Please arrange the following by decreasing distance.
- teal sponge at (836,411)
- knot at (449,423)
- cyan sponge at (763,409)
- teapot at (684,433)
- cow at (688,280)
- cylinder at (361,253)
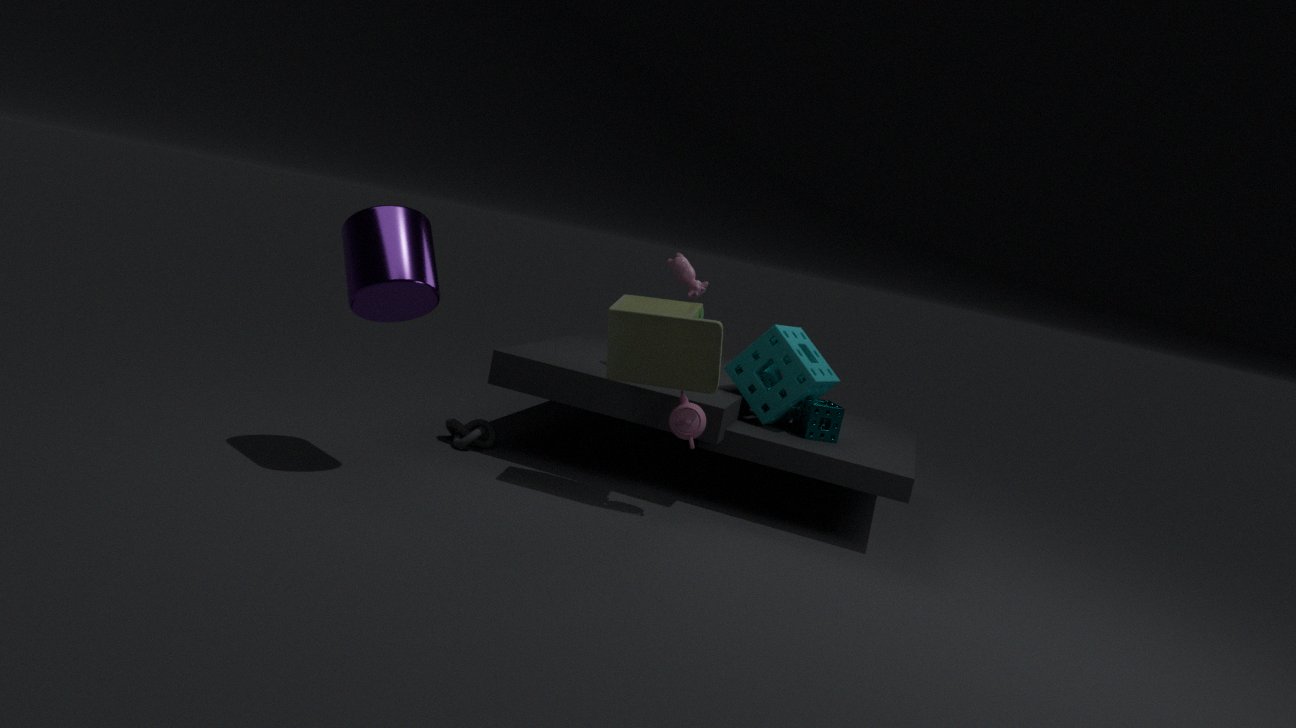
knot at (449,423), cow at (688,280), teal sponge at (836,411), cyan sponge at (763,409), teapot at (684,433), cylinder at (361,253)
